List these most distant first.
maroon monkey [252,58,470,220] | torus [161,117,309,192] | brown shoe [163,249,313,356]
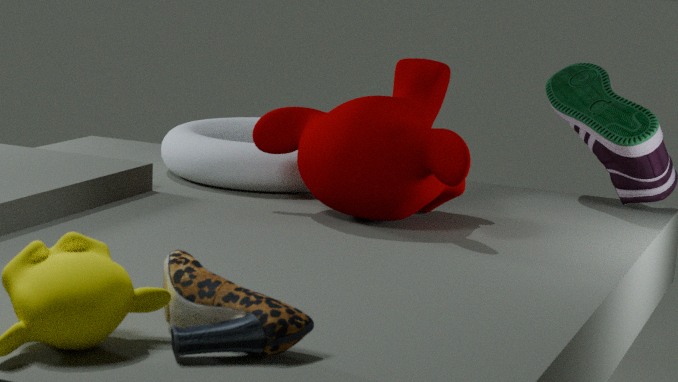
torus [161,117,309,192] < maroon monkey [252,58,470,220] < brown shoe [163,249,313,356]
